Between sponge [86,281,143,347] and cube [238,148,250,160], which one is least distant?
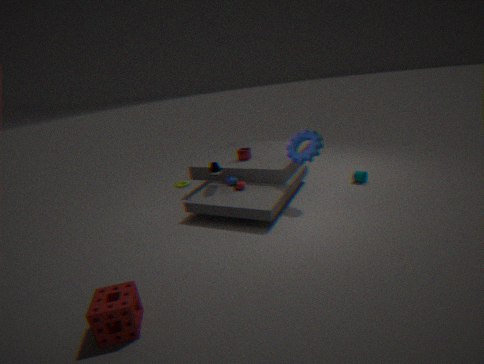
sponge [86,281,143,347]
